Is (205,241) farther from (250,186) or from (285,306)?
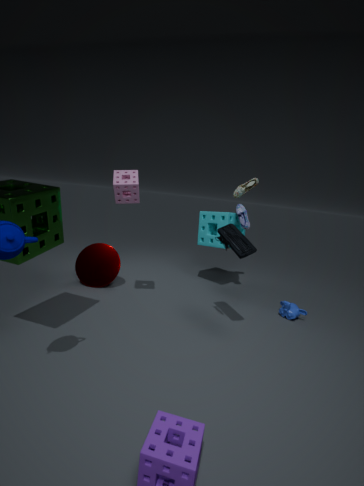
(285,306)
